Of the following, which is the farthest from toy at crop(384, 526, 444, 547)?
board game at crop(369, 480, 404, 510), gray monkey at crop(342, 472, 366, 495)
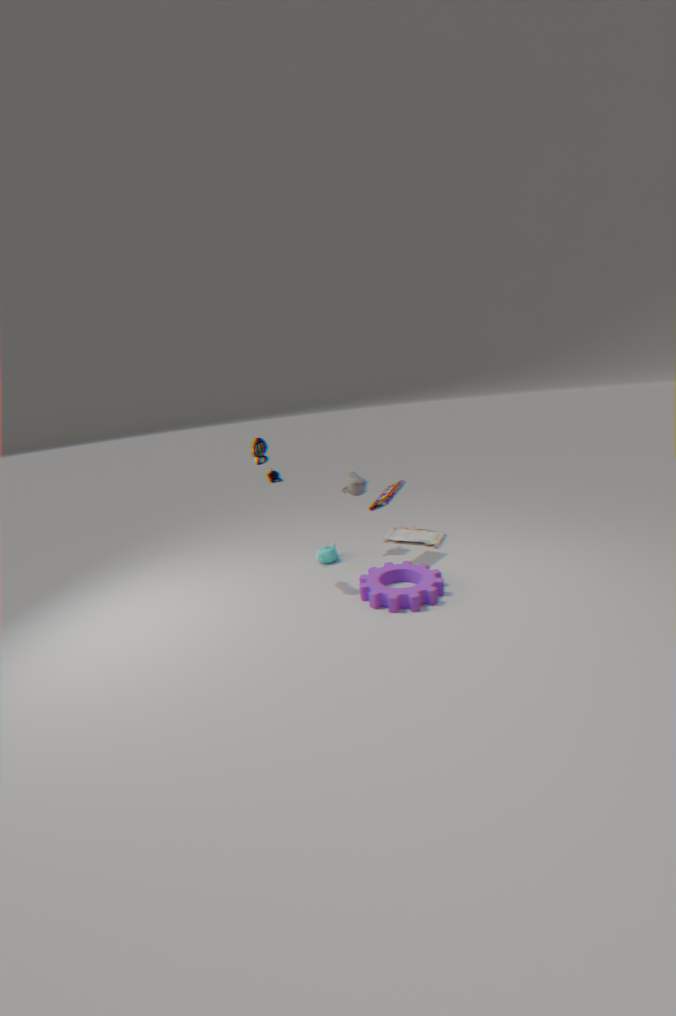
board game at crop(369, 480, 404, 510)
